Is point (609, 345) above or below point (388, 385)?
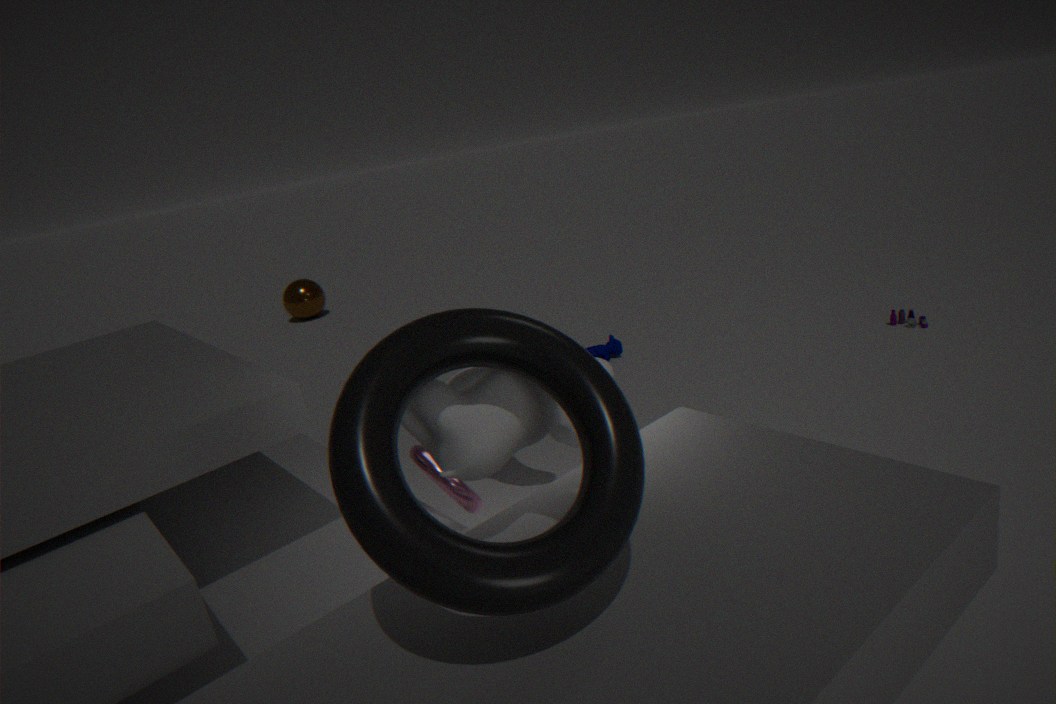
below
